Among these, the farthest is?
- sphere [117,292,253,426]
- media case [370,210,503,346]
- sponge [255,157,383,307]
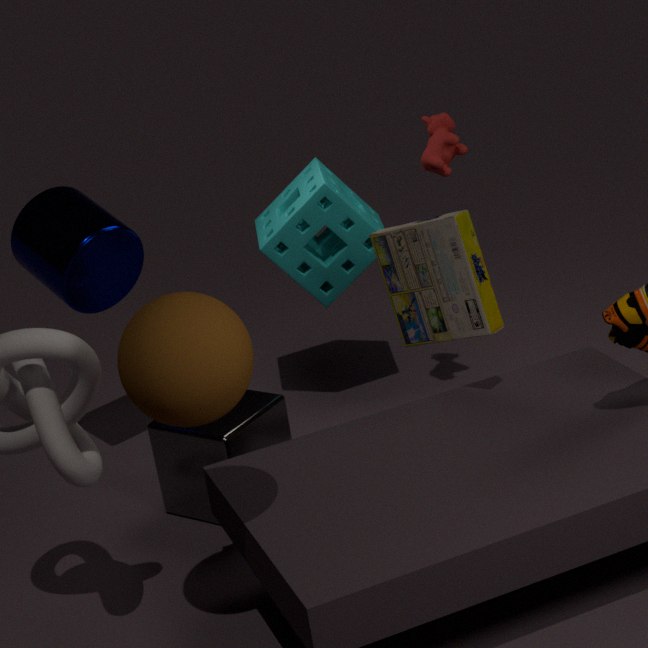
sponge [255,157,383,307]
